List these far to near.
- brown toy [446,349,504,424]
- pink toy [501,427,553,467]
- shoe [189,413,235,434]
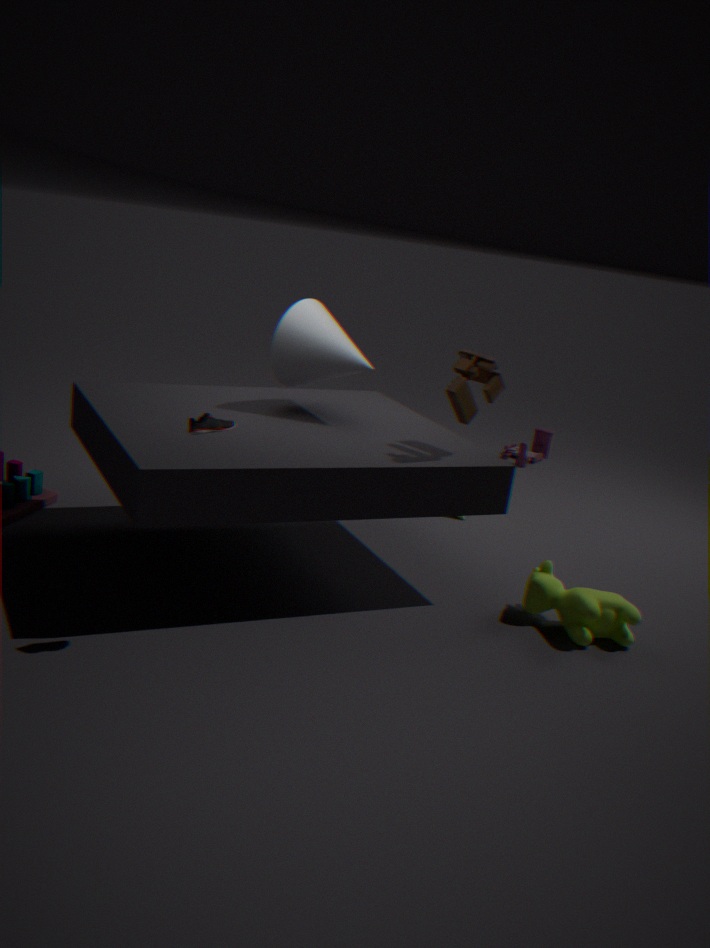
pink toy [501,427,553,467], brown toy [446,349,504,424], shoe [189,413,235,434]
